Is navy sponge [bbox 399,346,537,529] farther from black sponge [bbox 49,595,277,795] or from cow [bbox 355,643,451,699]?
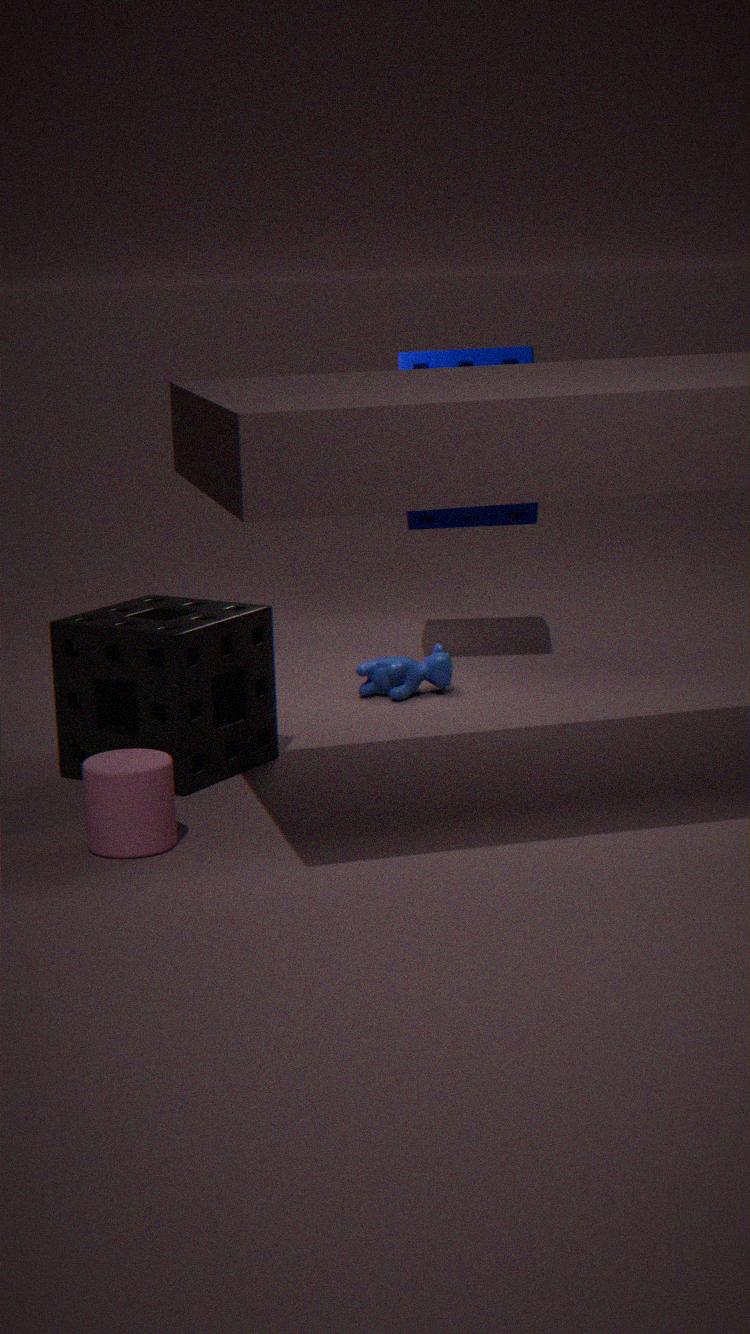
black sponge [bbox 49,595,277,795]
